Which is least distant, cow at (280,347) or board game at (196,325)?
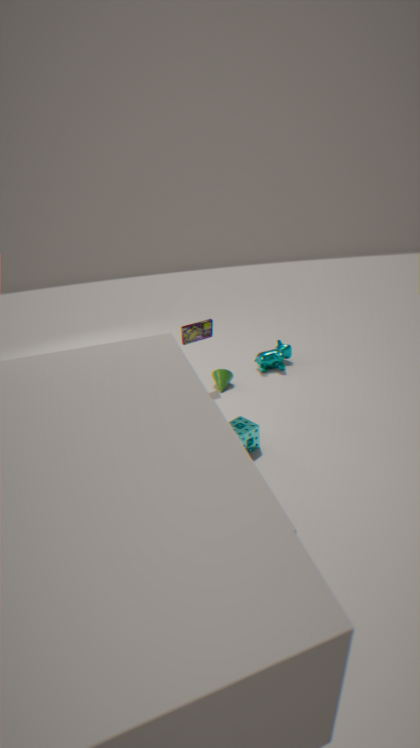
board game at (196,325)
